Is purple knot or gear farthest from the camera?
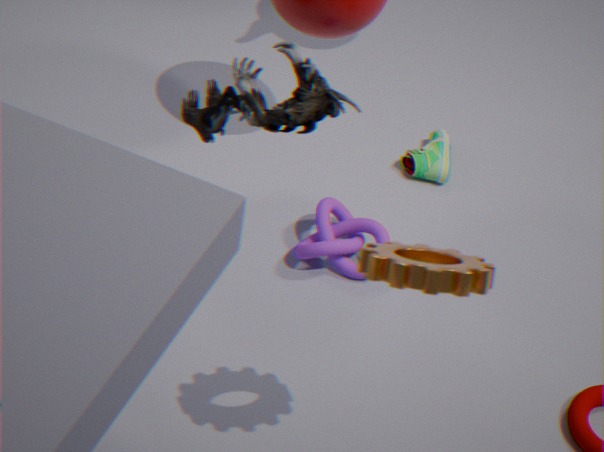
purple knot
